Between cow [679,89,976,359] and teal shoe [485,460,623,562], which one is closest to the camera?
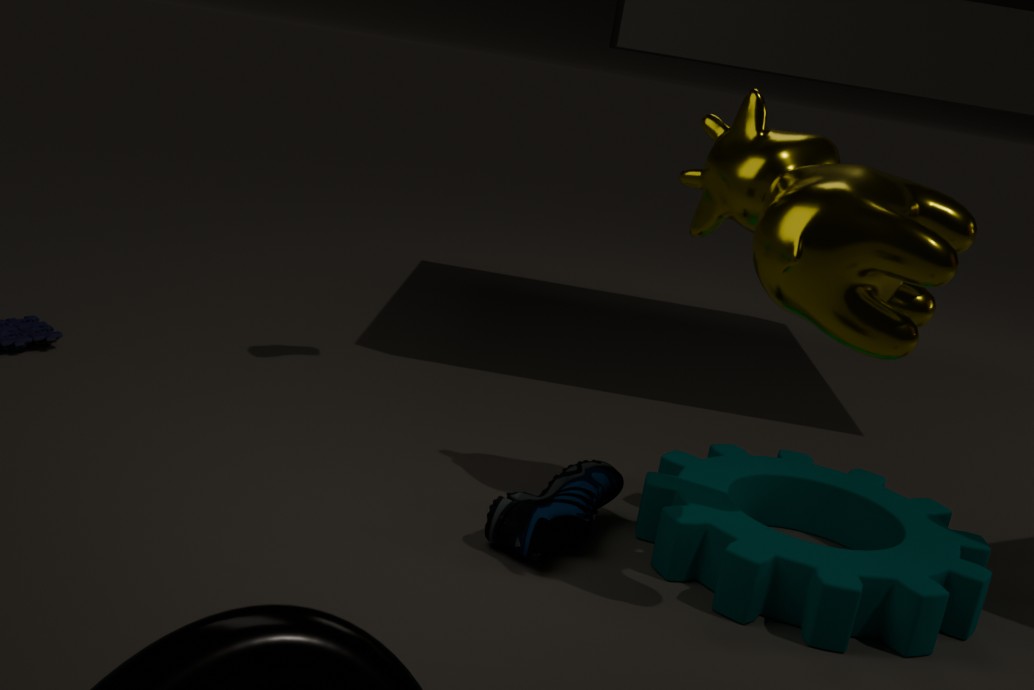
cow [679,89,976,359]
